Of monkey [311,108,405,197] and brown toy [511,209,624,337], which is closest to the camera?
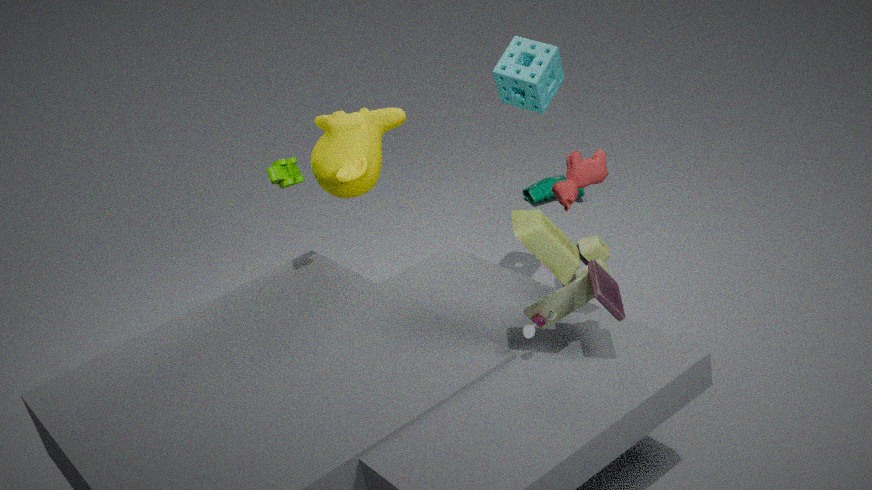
brown toy [511,209,624,337]
